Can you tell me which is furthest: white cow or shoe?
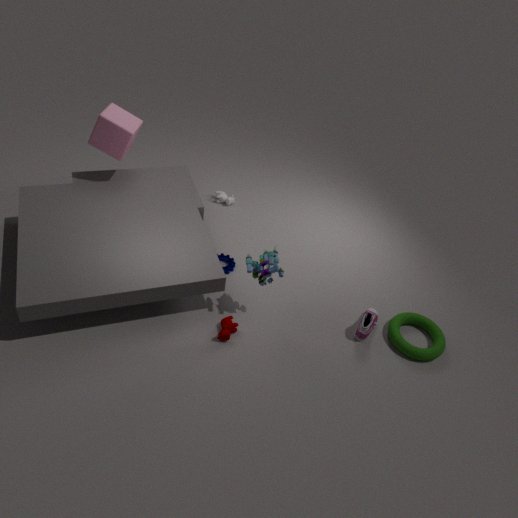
white cow
